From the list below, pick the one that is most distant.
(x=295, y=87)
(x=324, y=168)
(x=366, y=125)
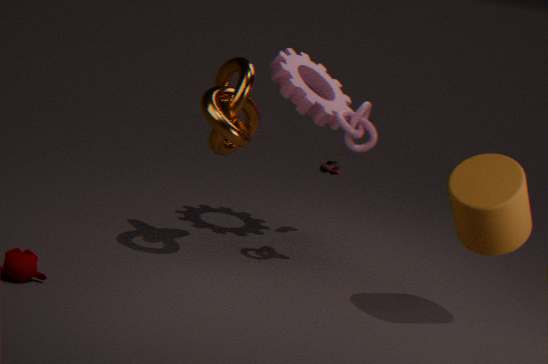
(x=324, y=168)
